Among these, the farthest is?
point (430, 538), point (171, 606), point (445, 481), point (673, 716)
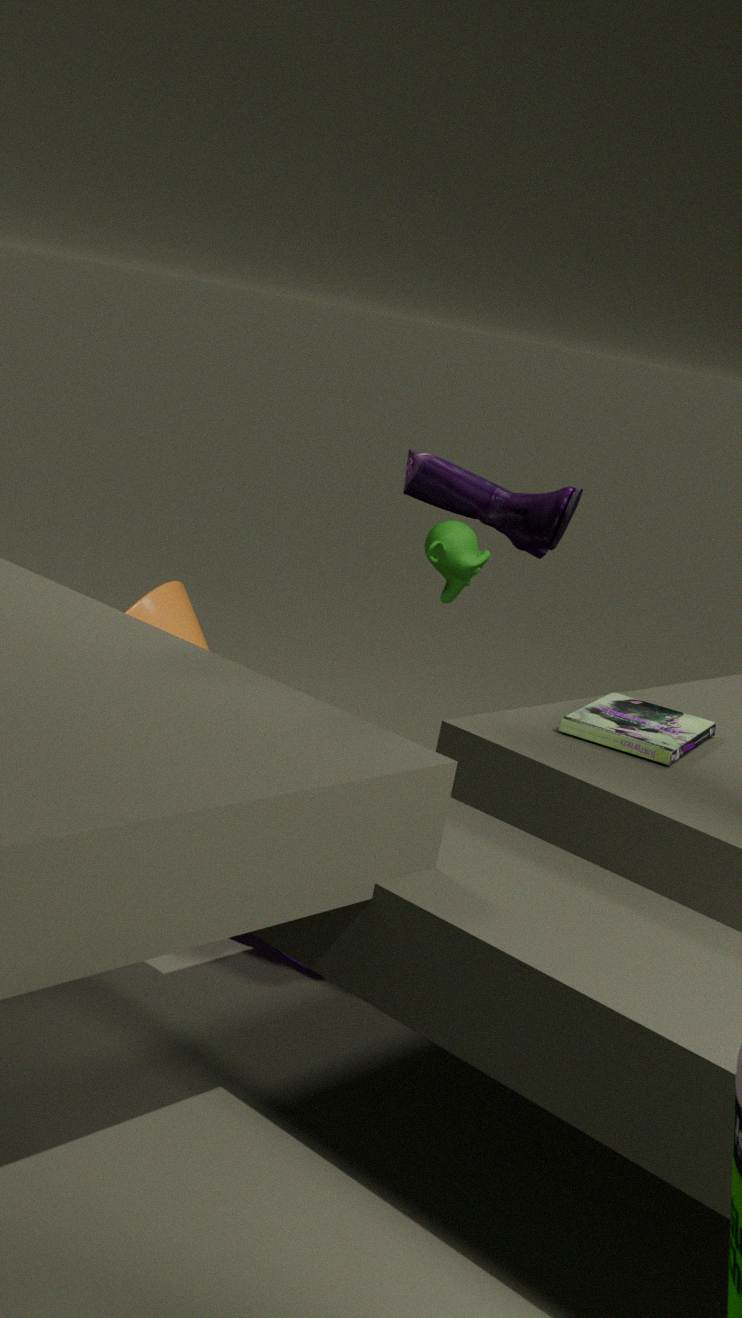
point (171, 606)
